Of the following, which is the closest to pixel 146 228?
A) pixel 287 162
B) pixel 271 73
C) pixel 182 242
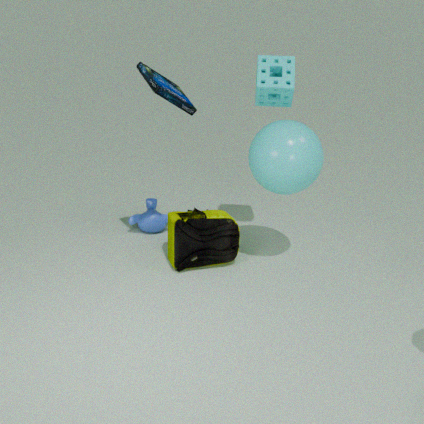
pixel 182 242
